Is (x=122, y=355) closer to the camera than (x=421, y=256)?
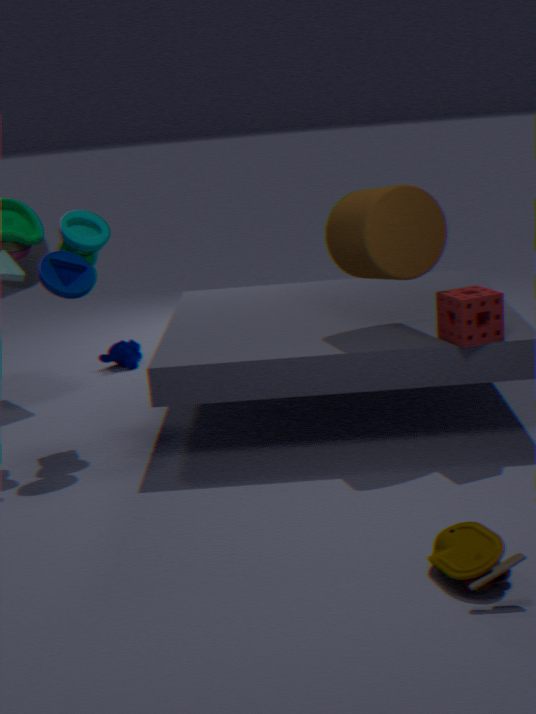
No
